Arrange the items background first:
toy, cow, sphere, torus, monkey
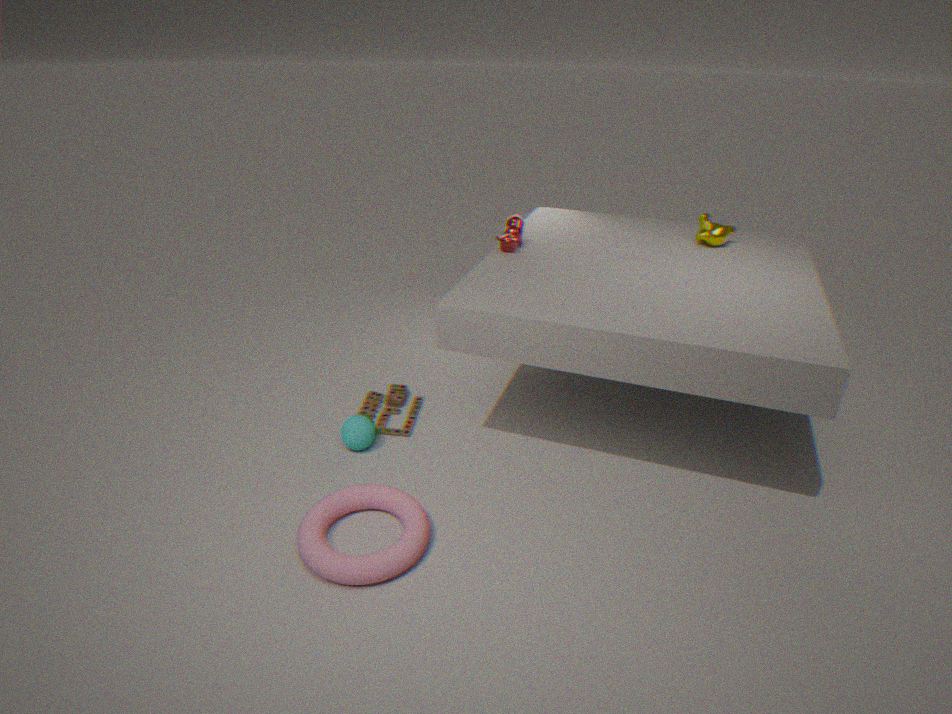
monkey → cow → toy → sphere → torus
